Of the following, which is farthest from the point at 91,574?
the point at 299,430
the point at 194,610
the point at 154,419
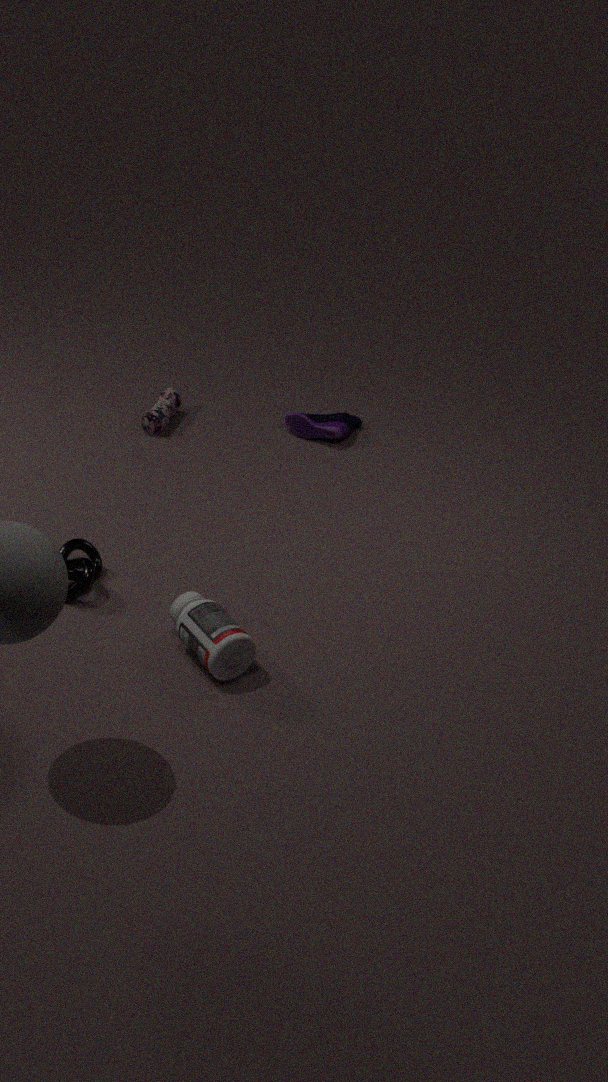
the point at 299,430
